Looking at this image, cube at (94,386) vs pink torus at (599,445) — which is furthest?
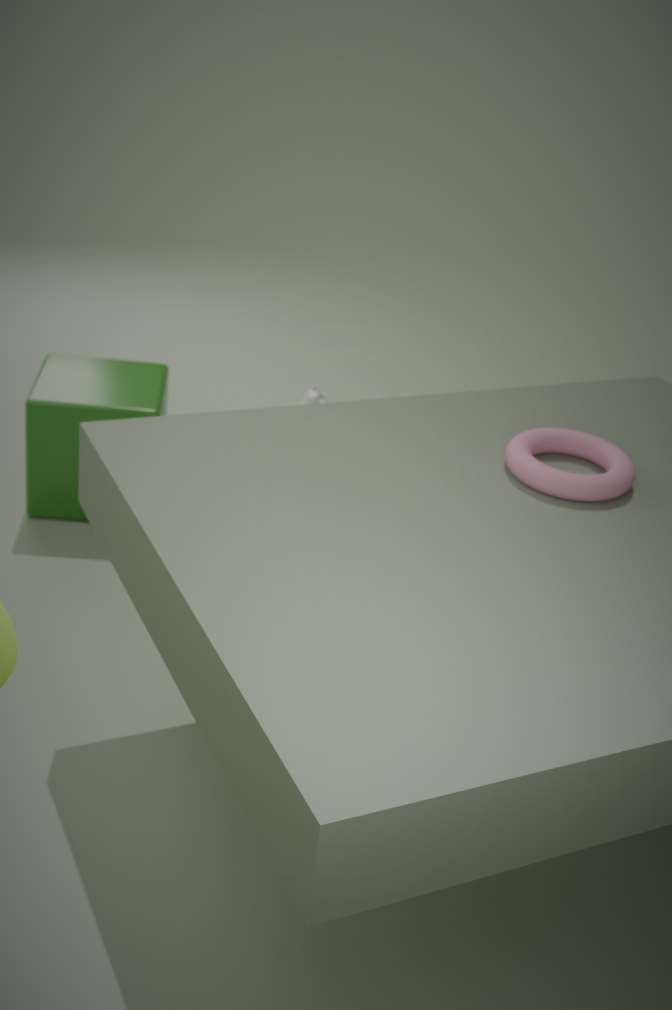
cube at (94,386)
